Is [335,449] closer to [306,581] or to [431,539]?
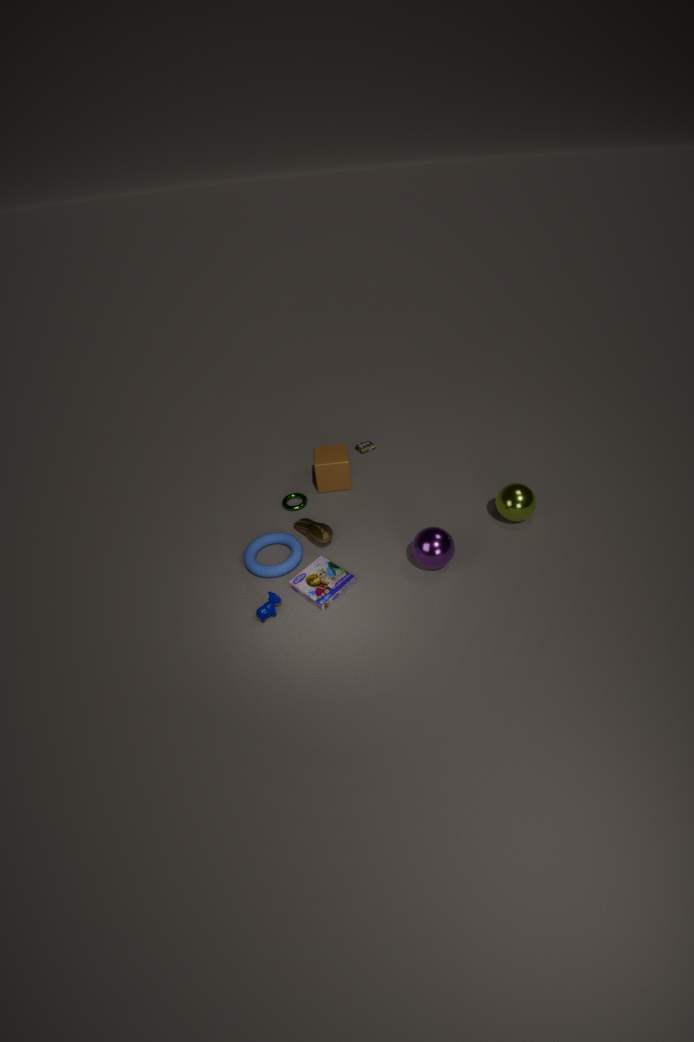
[306,581]
